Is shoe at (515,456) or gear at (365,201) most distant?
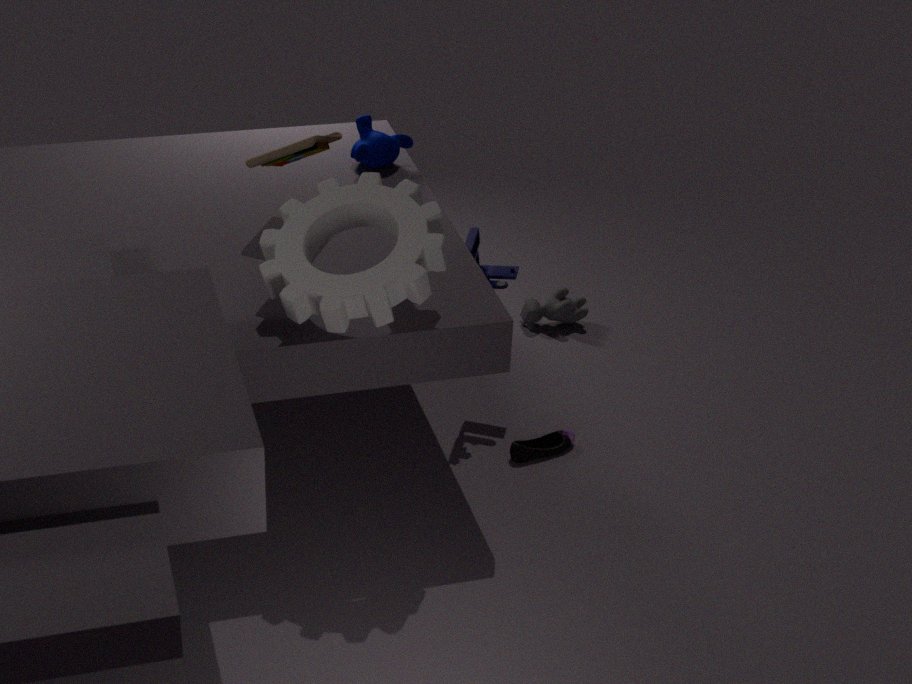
shoe at (515,456)
